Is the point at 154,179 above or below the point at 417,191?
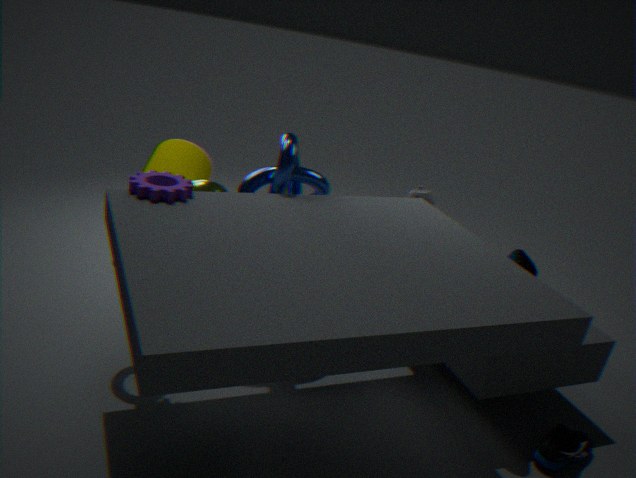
above
